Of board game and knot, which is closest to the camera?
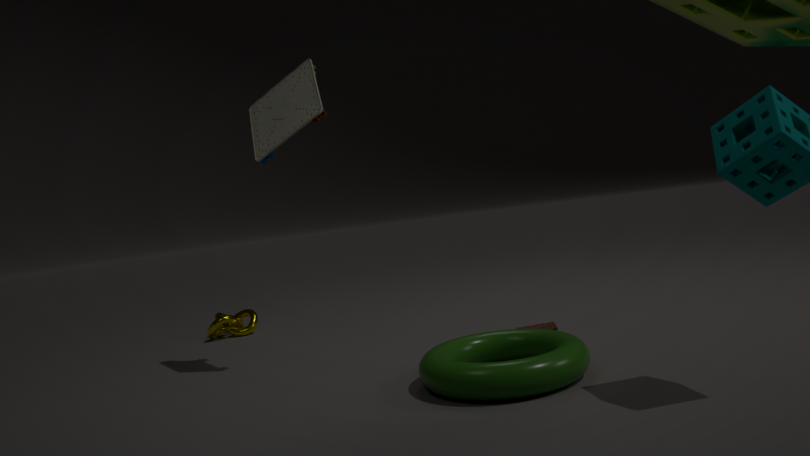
board game
